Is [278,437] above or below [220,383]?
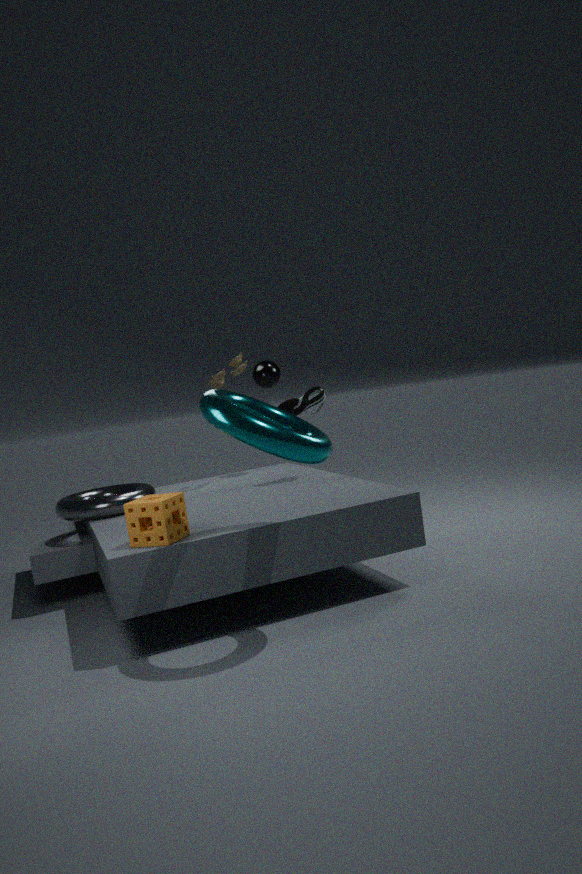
below
